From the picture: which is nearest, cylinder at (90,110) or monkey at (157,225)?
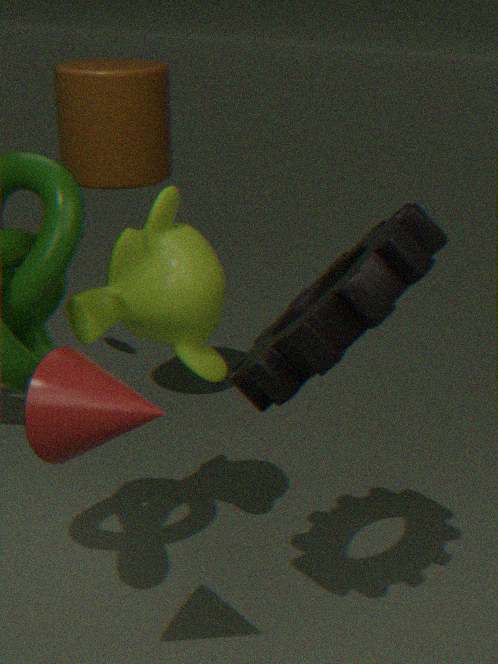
A: monkey at (157,225)
